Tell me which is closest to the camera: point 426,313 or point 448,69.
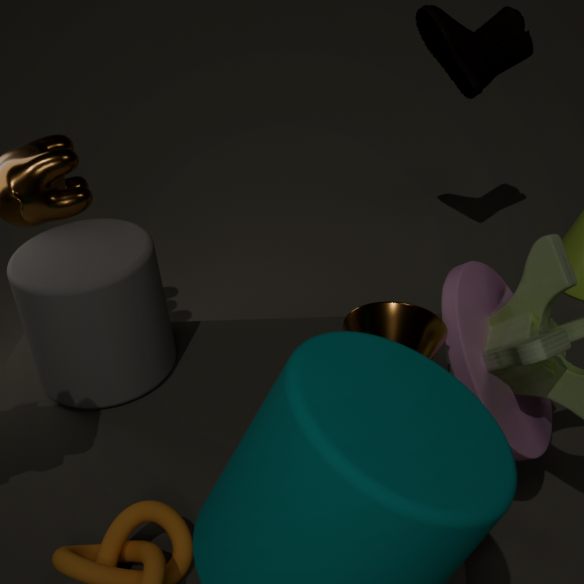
point 426,313
